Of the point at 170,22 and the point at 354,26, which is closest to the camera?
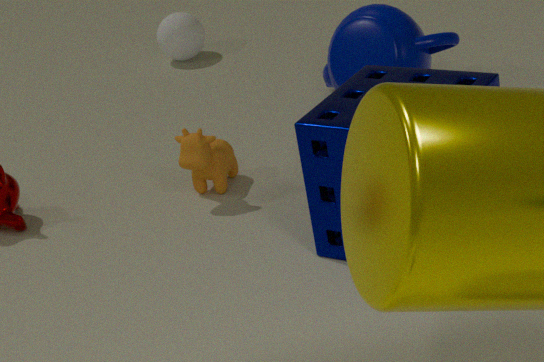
the point at 354,26
